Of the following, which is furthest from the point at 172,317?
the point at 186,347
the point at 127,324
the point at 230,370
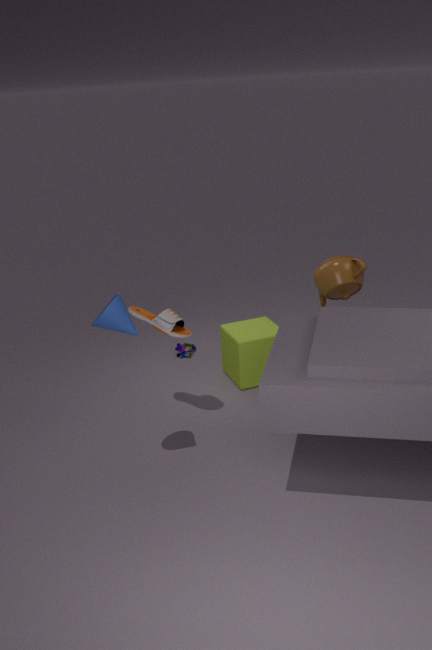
the point at 186,347
